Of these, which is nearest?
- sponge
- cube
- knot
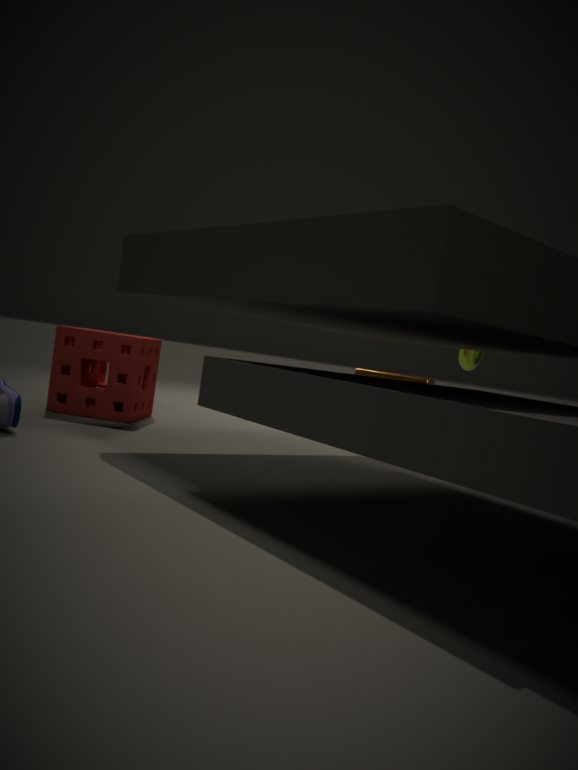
sponge
